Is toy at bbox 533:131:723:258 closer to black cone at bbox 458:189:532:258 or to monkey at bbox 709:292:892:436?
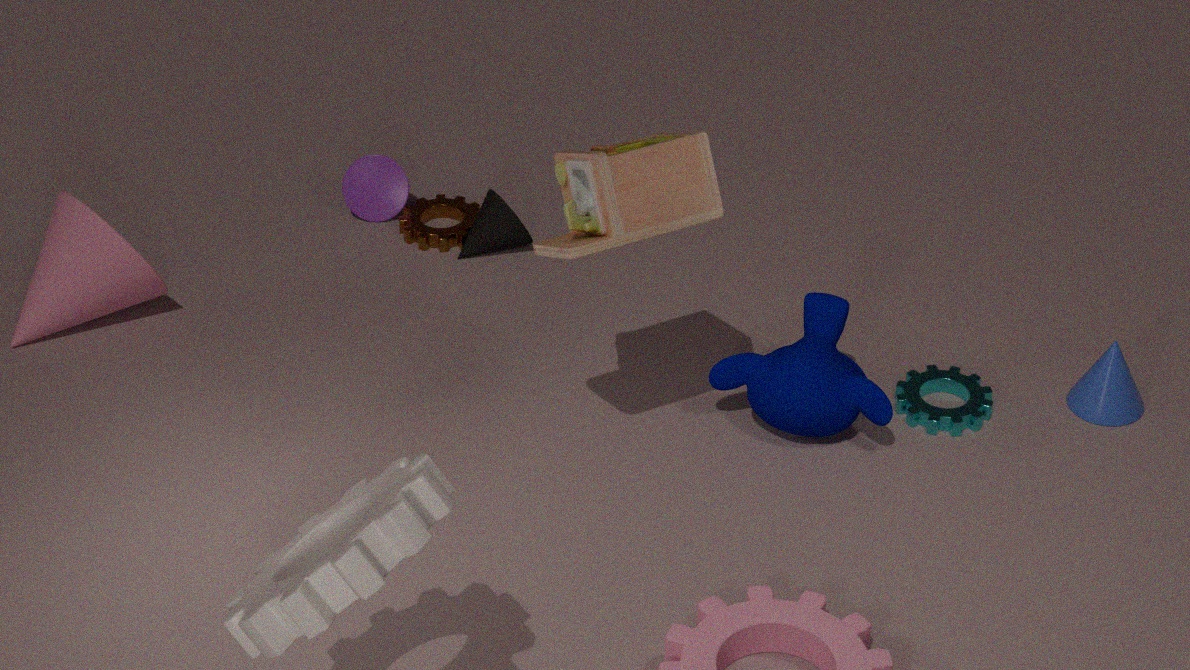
monkey at bbox 709:292:892:436
